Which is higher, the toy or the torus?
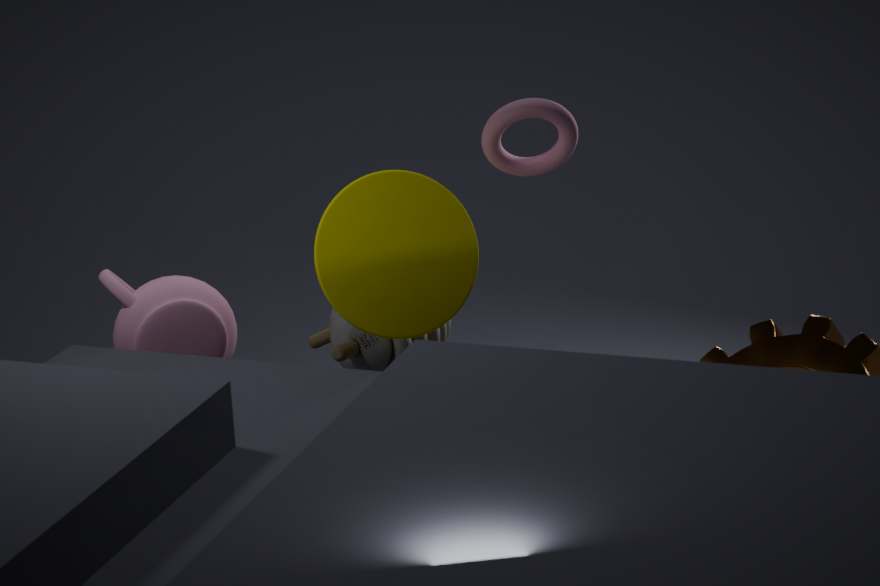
the torus
